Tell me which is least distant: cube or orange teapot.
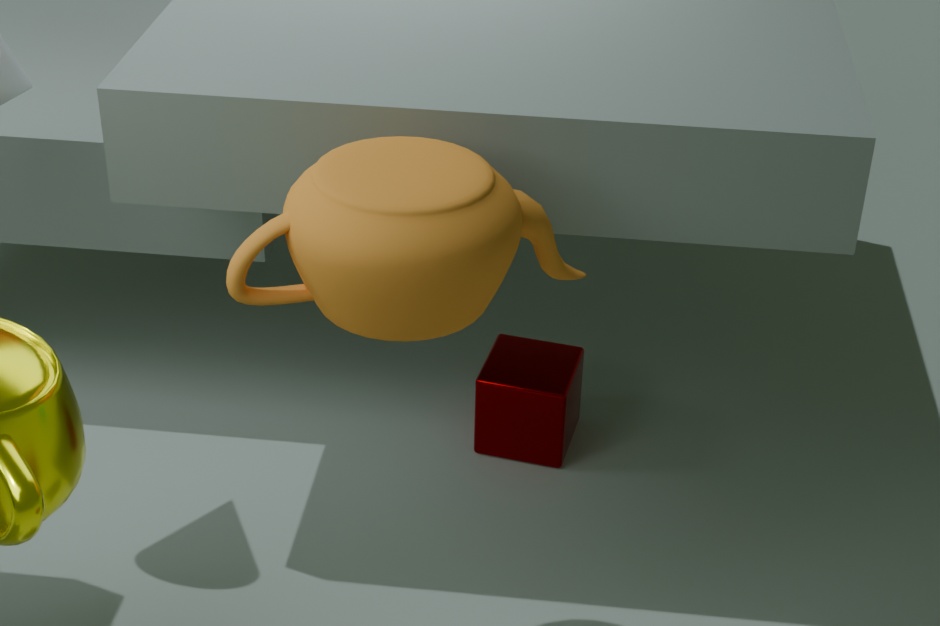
orange teapot
